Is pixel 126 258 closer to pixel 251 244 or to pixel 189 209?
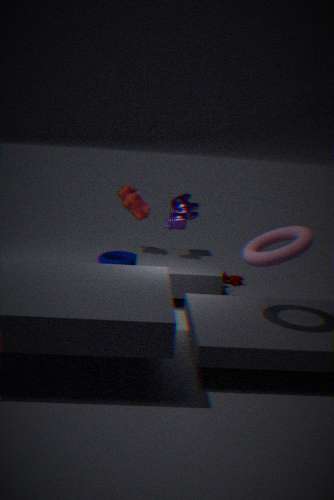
pixel 189 209
